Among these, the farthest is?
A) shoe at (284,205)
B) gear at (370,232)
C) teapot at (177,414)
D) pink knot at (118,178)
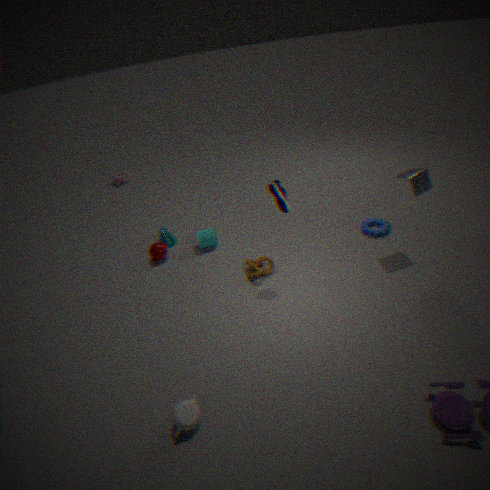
pink knot at (118,178)
